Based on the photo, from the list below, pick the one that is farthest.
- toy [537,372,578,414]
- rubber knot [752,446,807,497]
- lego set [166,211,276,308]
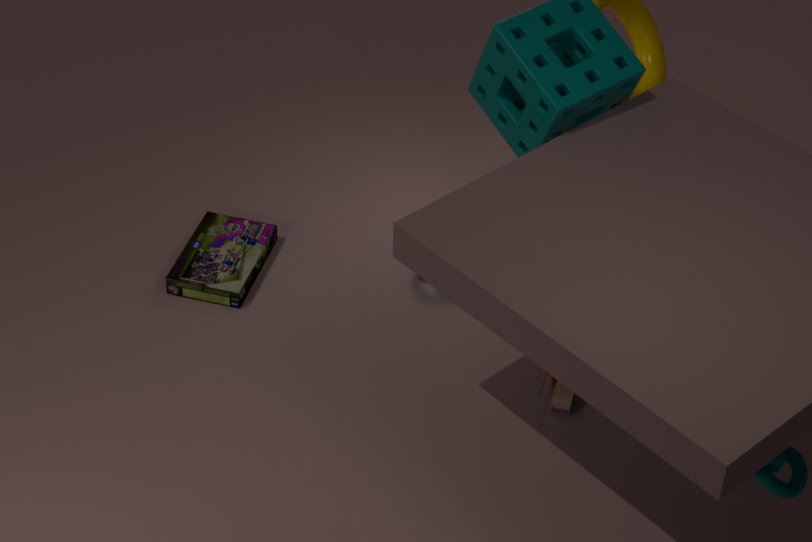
lego set [166,211,276,308]
